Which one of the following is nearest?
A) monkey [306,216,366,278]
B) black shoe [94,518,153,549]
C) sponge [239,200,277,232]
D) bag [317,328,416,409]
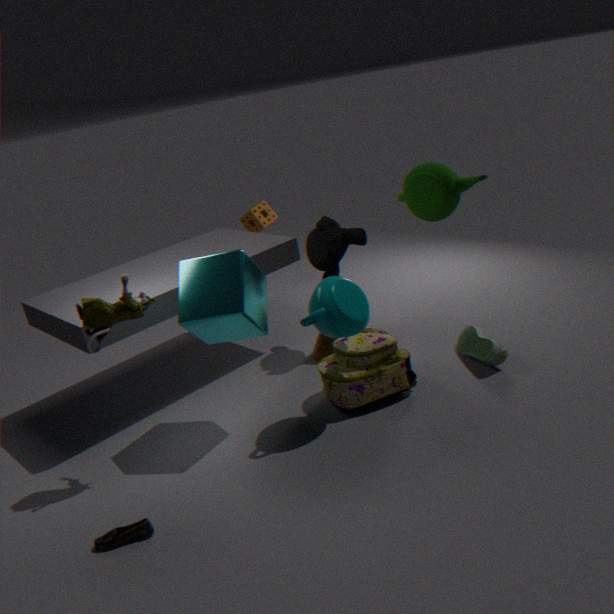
black shoe [94,518,153,549]
